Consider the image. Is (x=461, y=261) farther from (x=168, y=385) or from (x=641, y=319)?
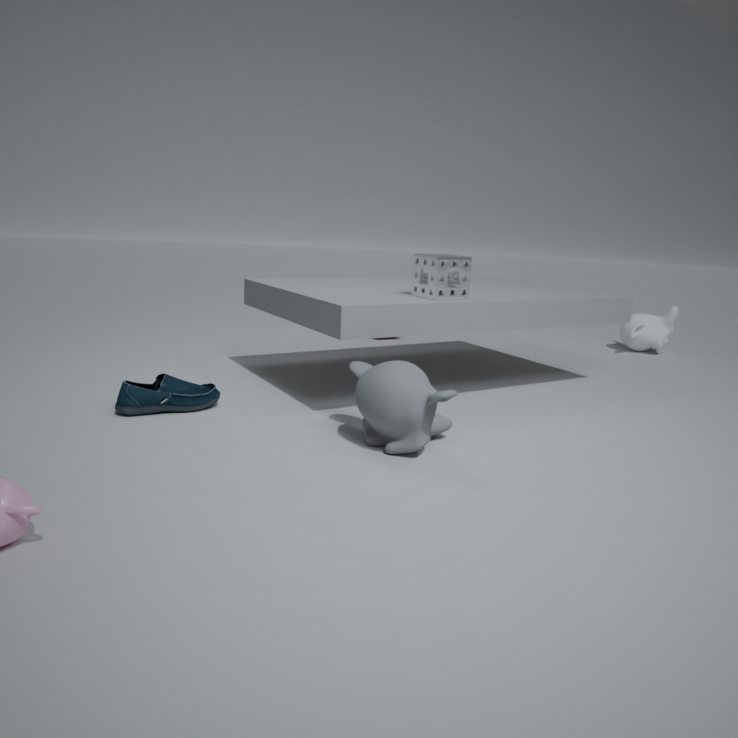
(x=641, y=319)
